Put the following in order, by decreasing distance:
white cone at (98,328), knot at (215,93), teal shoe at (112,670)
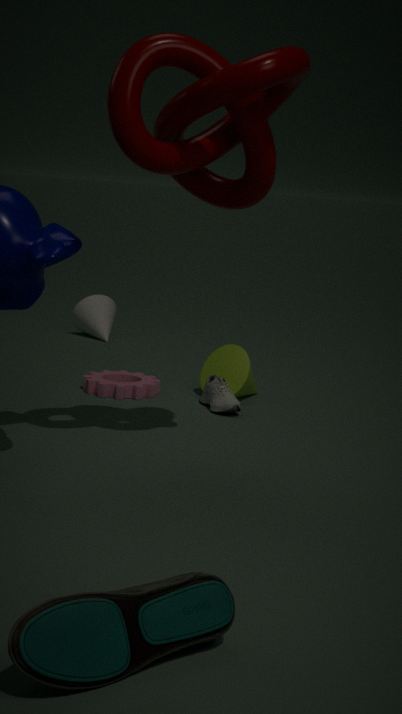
white cone at (98,328) → knot at (215,93) → teal shoe at (112,670)
